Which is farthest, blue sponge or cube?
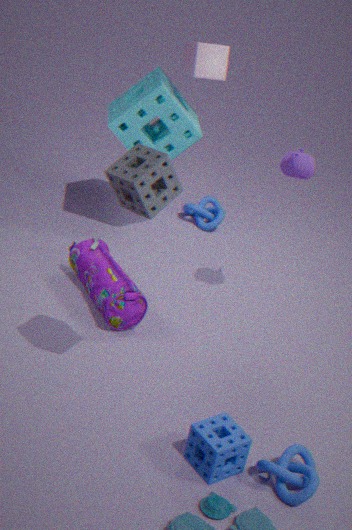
cube
